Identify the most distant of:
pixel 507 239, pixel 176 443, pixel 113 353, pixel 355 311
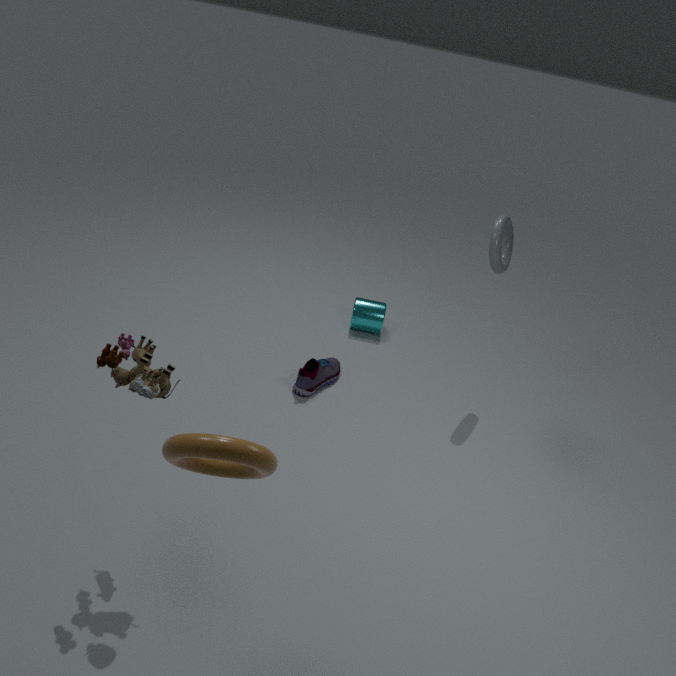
pixel 355 311
